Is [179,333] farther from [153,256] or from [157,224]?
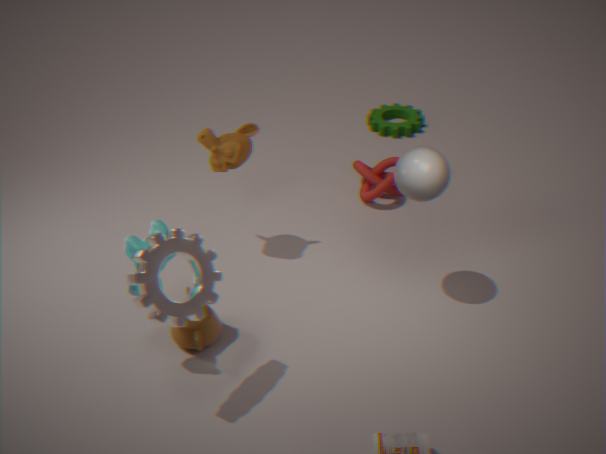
[153,256]
